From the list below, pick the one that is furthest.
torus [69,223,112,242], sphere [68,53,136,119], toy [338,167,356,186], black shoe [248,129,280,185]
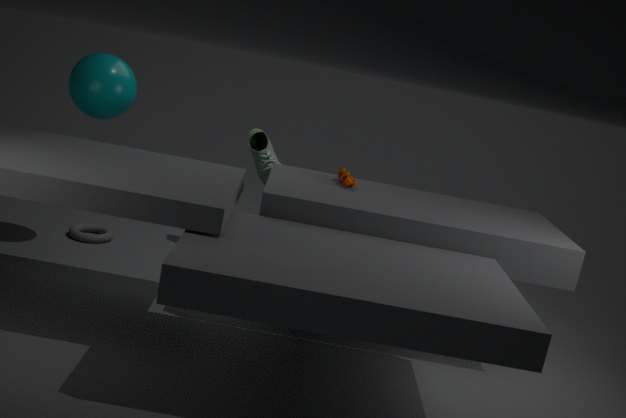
black shoe [248,129,280,185]
